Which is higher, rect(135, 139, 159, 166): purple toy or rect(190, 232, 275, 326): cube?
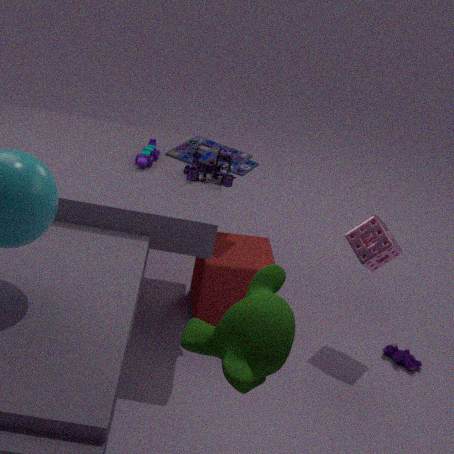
rect(135, 139, 159, 166): purple toy
